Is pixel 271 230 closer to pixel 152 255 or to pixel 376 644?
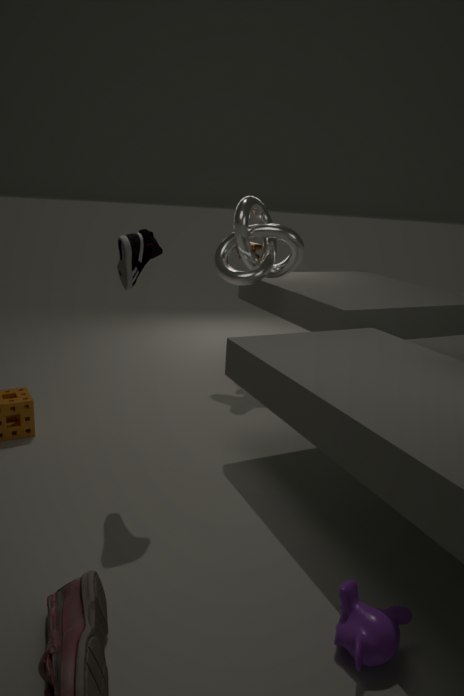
pixel 152 255
